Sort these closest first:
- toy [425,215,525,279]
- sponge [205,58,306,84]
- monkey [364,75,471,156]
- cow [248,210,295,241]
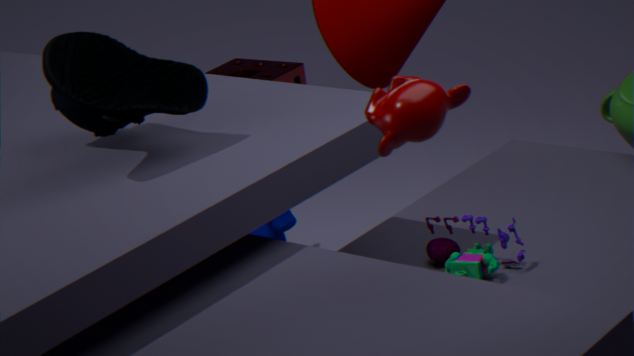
monkey [364,75,471,156], toy [425,215,525,279], cow [248,210,295,241], sponge [205,58,306,84]
